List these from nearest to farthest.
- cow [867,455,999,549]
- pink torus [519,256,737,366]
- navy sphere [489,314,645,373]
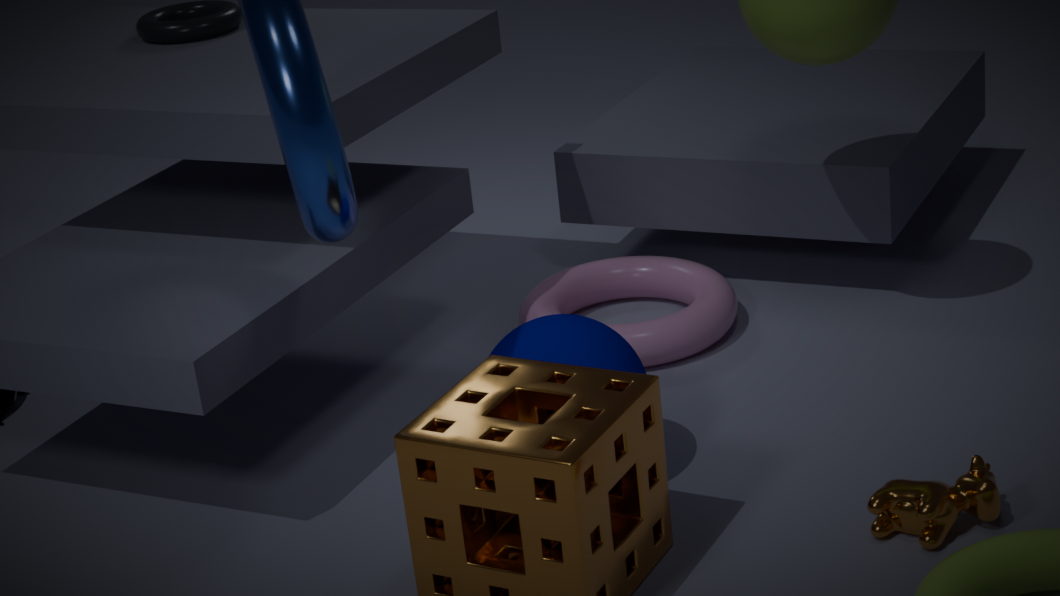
1. cow [867,455,999,549]
2. navy sphere [489,314,645,373]
3. pink torus [519,256,737,366]
